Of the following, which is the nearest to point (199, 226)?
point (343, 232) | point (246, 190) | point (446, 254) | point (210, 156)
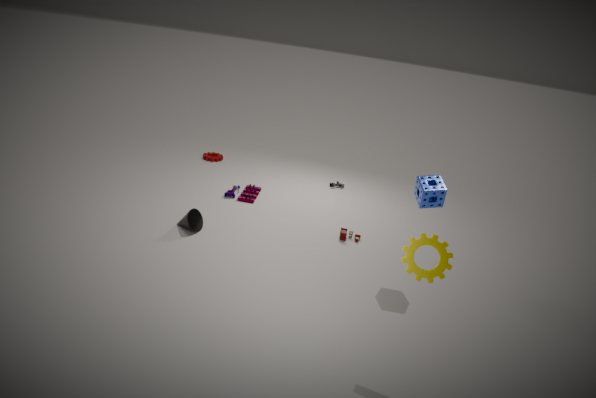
point (246, 190)
